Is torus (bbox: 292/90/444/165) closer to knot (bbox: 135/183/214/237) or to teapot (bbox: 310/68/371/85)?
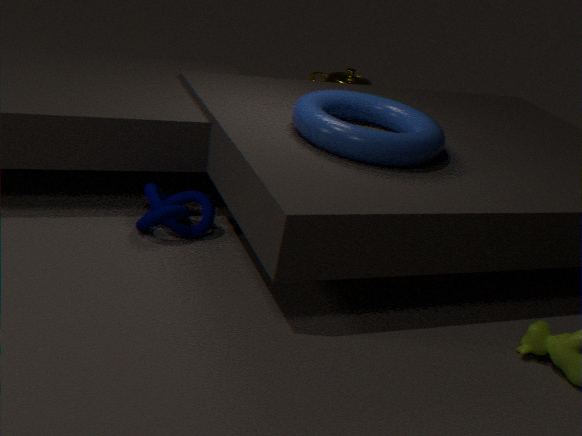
knot (bbox: 135/183/214/237)
